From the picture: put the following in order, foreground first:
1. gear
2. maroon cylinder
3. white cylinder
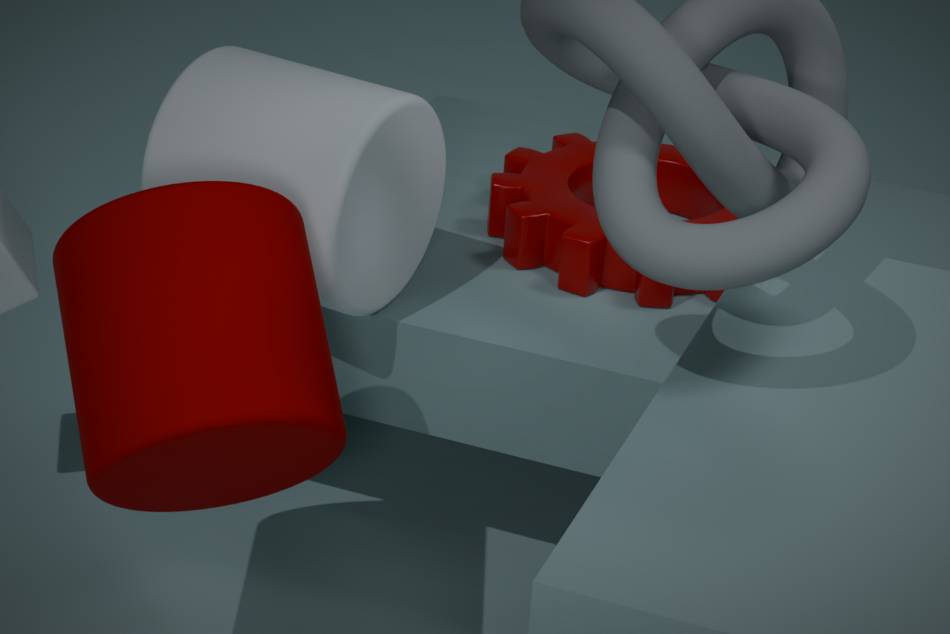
maroon cylinder, white cylinder, gear
